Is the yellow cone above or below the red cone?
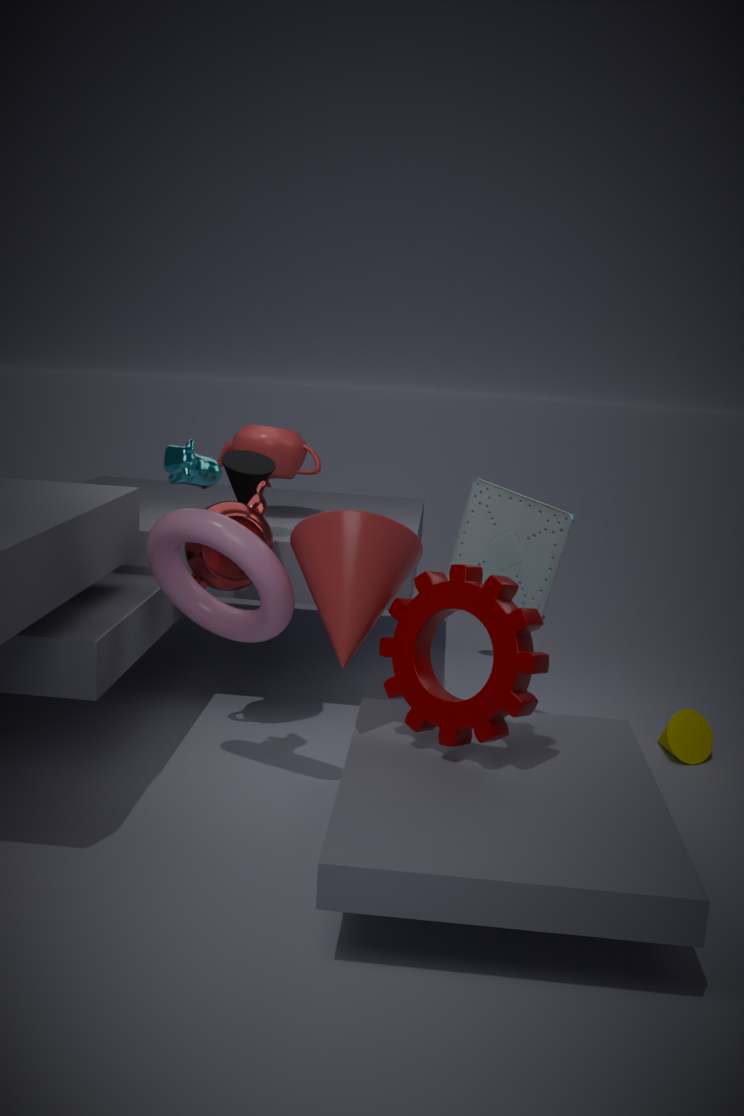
below
